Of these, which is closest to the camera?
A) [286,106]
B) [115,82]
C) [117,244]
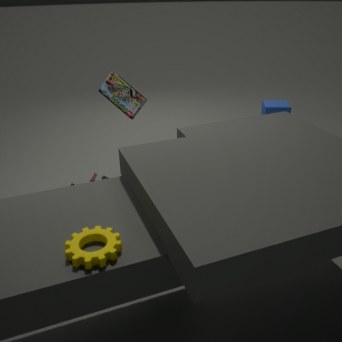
C. [117,244]
